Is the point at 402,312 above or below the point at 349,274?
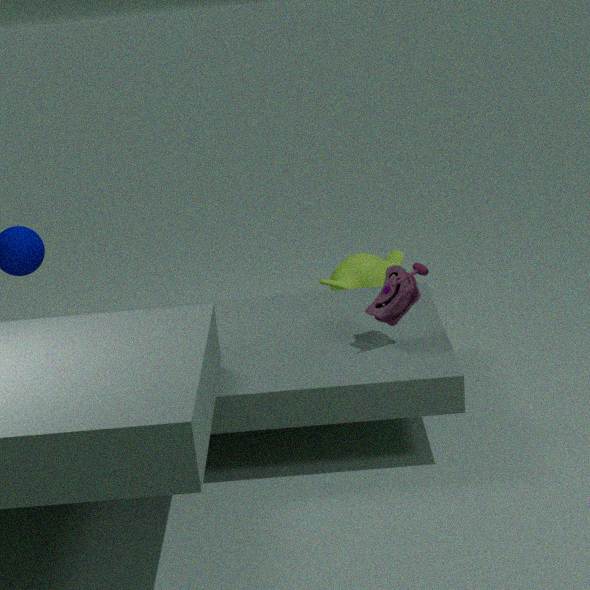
above
